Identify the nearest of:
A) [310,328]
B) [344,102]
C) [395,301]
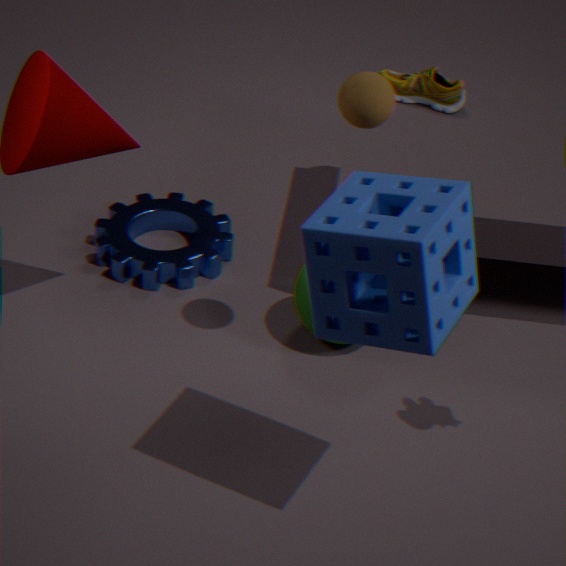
[395,301]
